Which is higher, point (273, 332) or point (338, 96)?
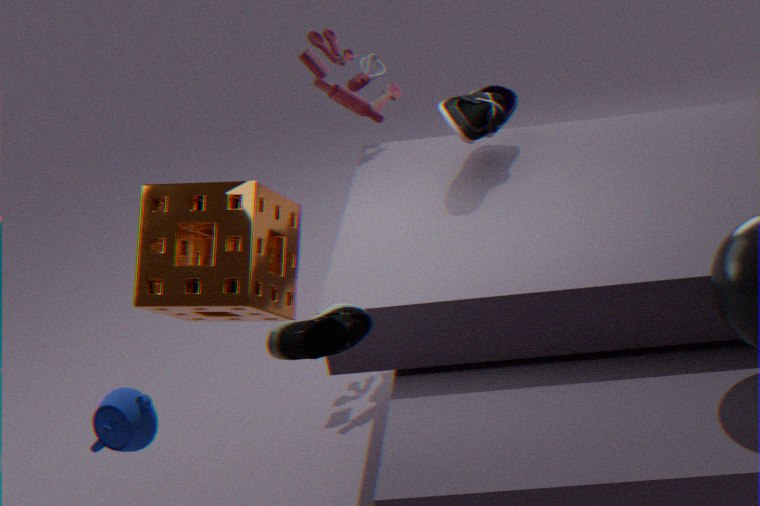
point (338, 96)
